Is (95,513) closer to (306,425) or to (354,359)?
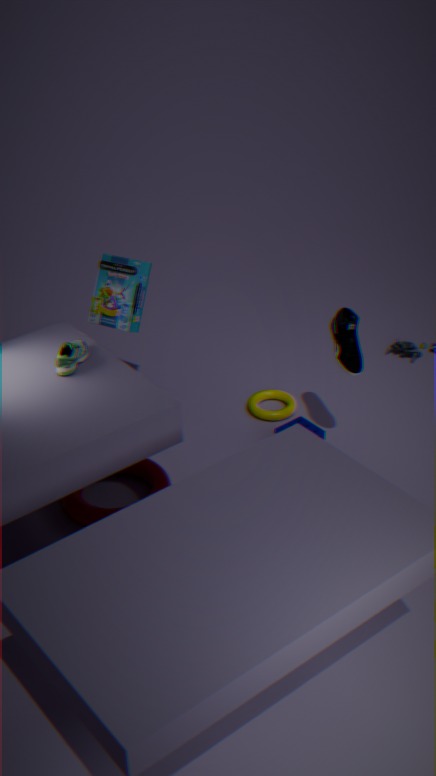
(306,425)
